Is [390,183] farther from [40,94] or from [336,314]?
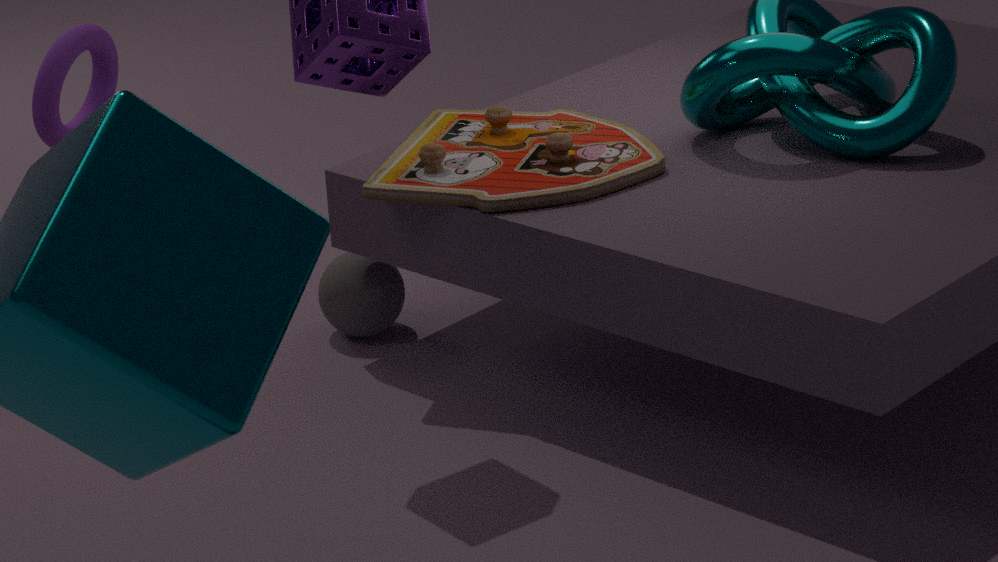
[40,94]
